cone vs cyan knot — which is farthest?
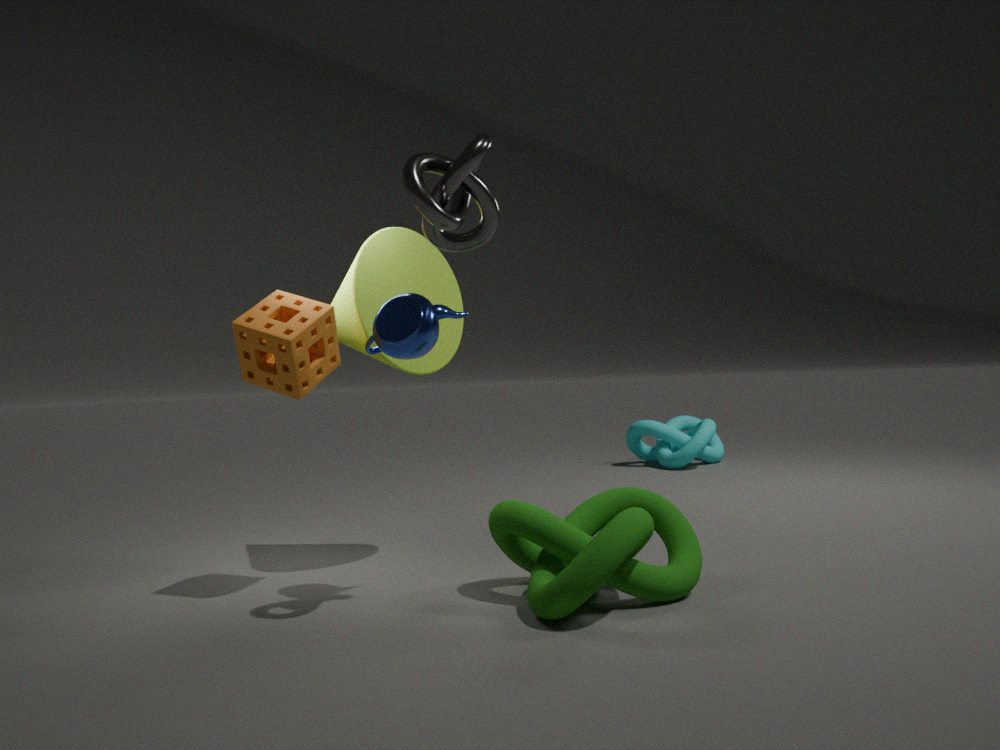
cyan knot
